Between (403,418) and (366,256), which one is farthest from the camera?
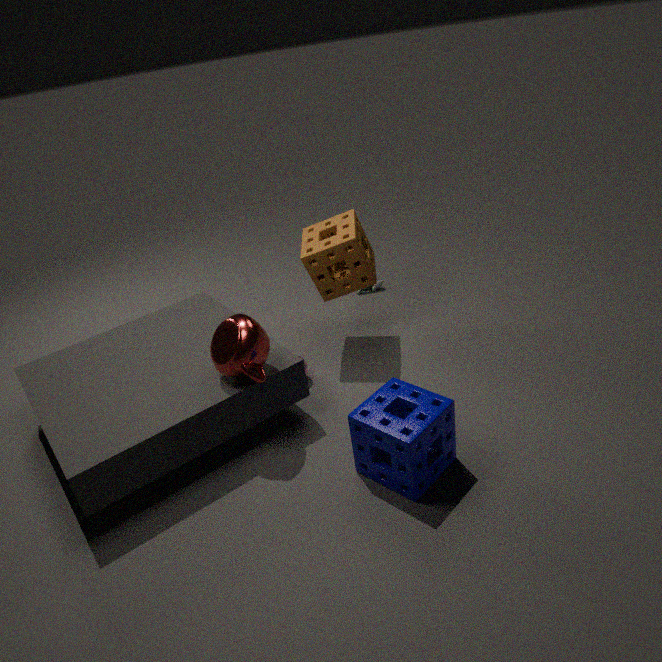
(366,256)
